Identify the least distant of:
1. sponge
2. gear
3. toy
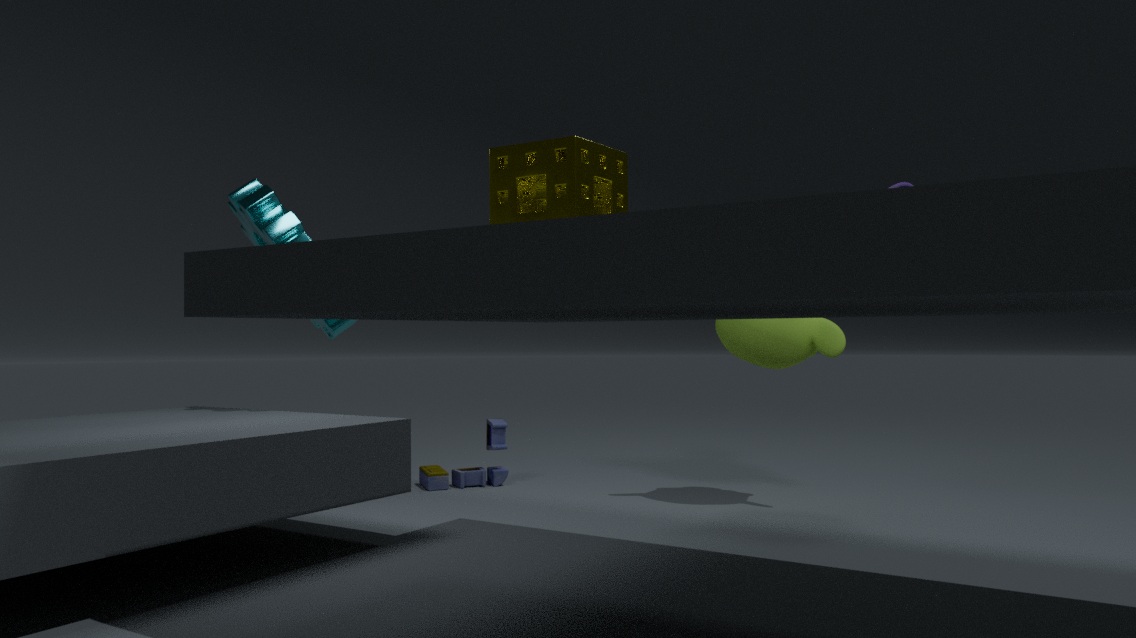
sponge
